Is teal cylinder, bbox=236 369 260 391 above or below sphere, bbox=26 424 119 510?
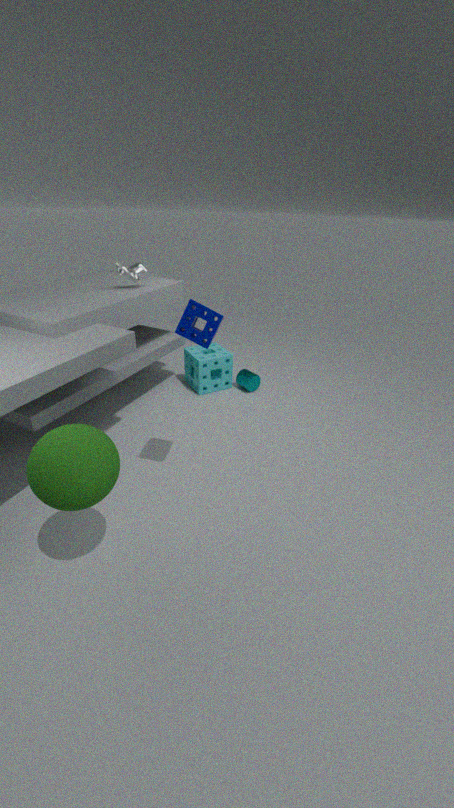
below
